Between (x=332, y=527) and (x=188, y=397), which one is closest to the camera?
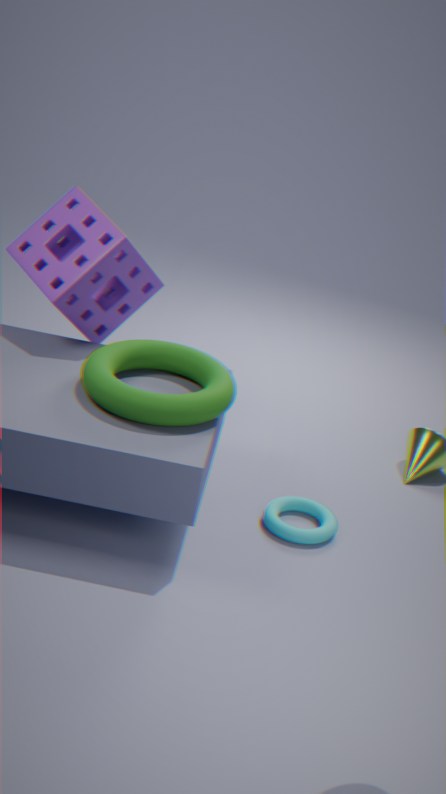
(x=188, y=397)
